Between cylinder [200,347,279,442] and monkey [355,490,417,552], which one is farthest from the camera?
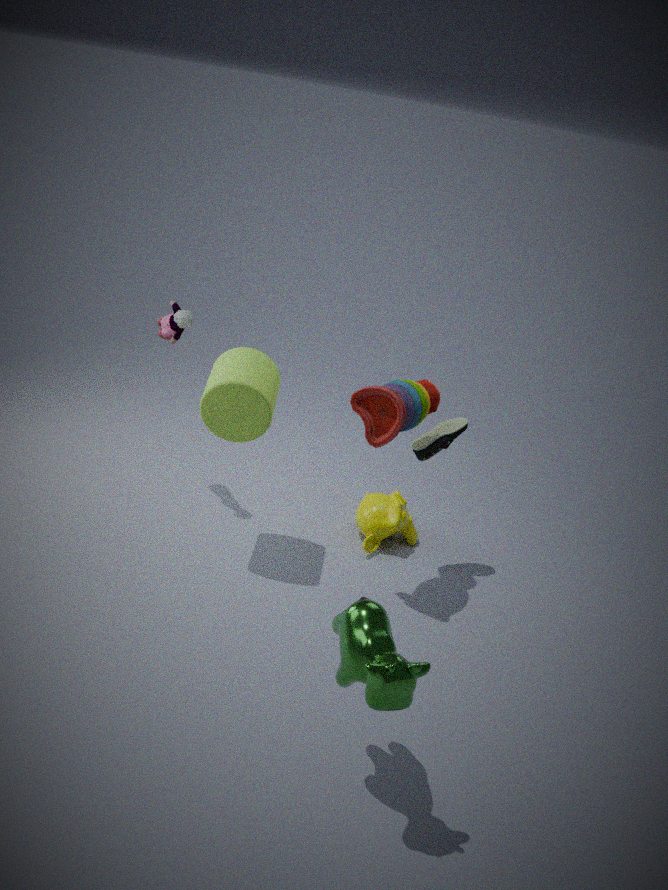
monkey [355,490,417,552]
